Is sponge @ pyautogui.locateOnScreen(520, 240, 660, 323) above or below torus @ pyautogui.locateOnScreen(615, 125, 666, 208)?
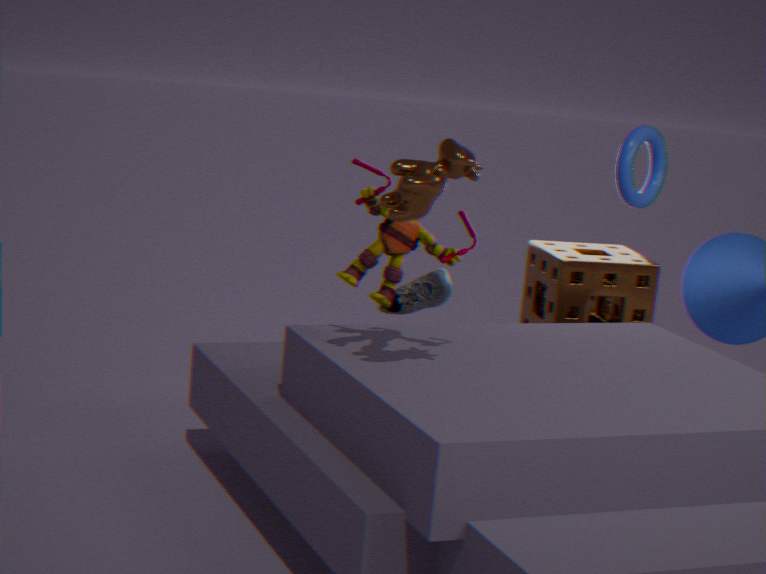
below
